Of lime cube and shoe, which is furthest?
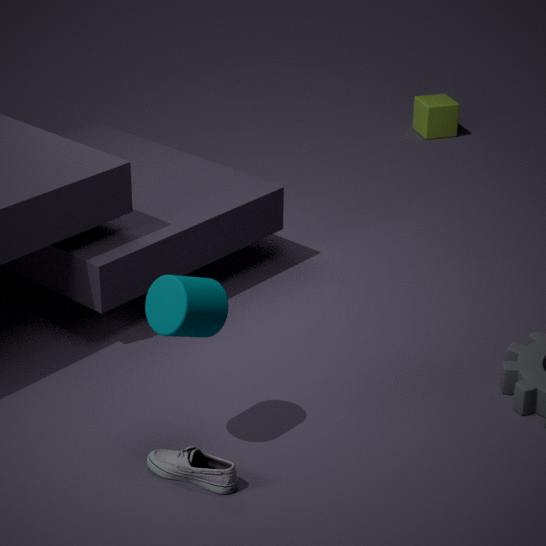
lime cube
